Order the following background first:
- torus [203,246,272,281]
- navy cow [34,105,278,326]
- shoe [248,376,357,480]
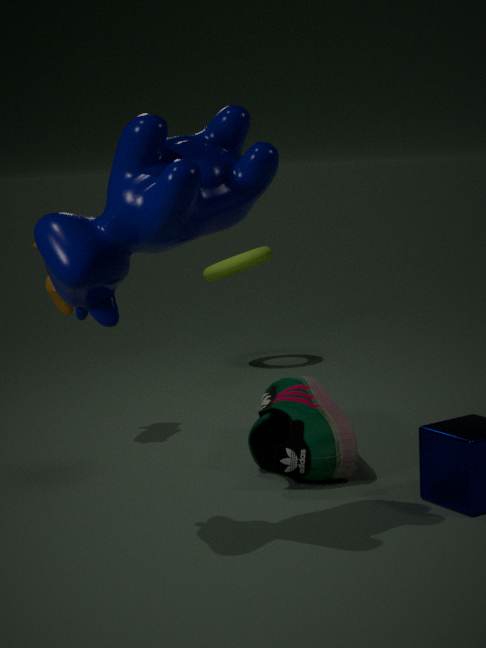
torus [203,246,272,281] → shoe [248,376,357,480] → navy cow [34,105,278,326]
